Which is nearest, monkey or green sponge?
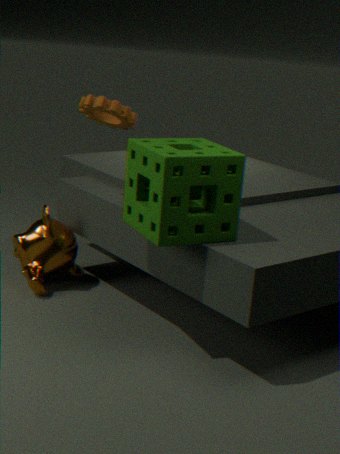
green sponge
